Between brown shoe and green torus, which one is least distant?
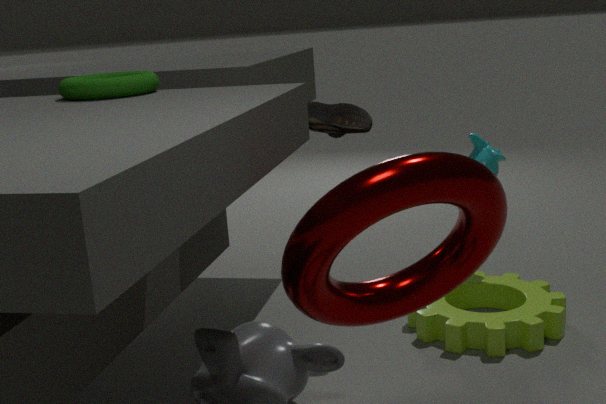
green torus
